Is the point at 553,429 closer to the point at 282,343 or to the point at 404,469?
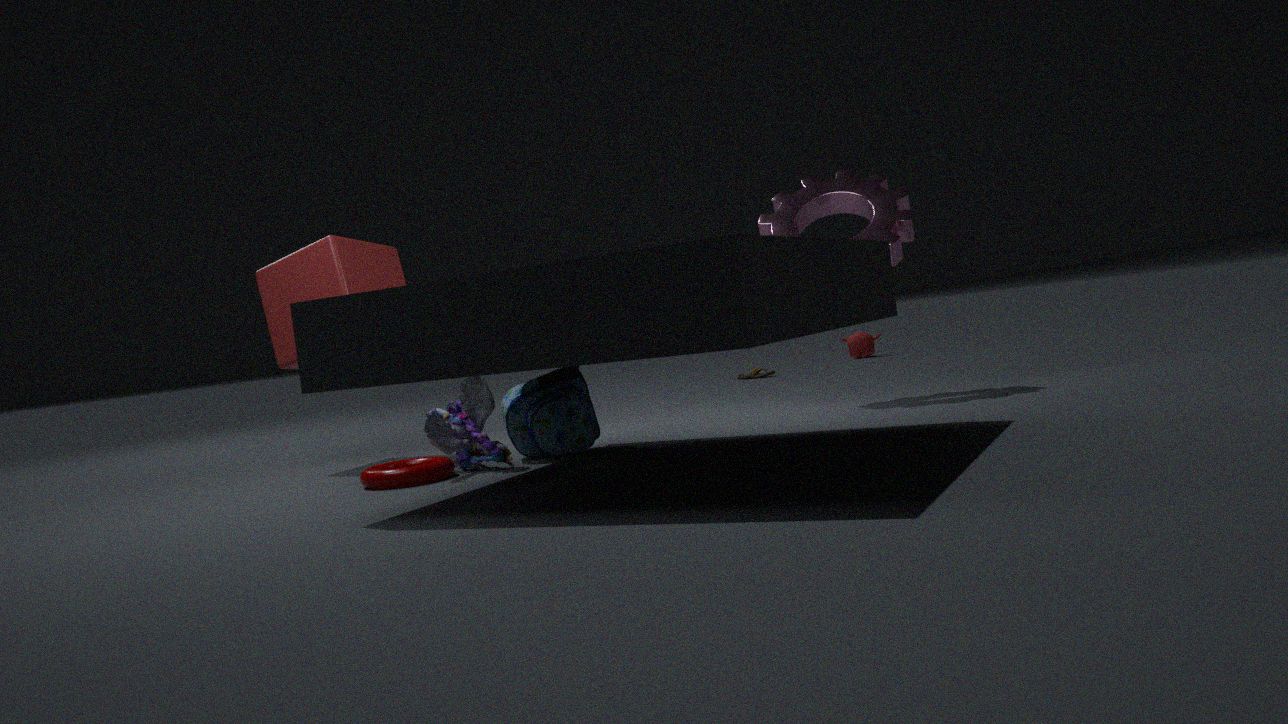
the point at 404,469
